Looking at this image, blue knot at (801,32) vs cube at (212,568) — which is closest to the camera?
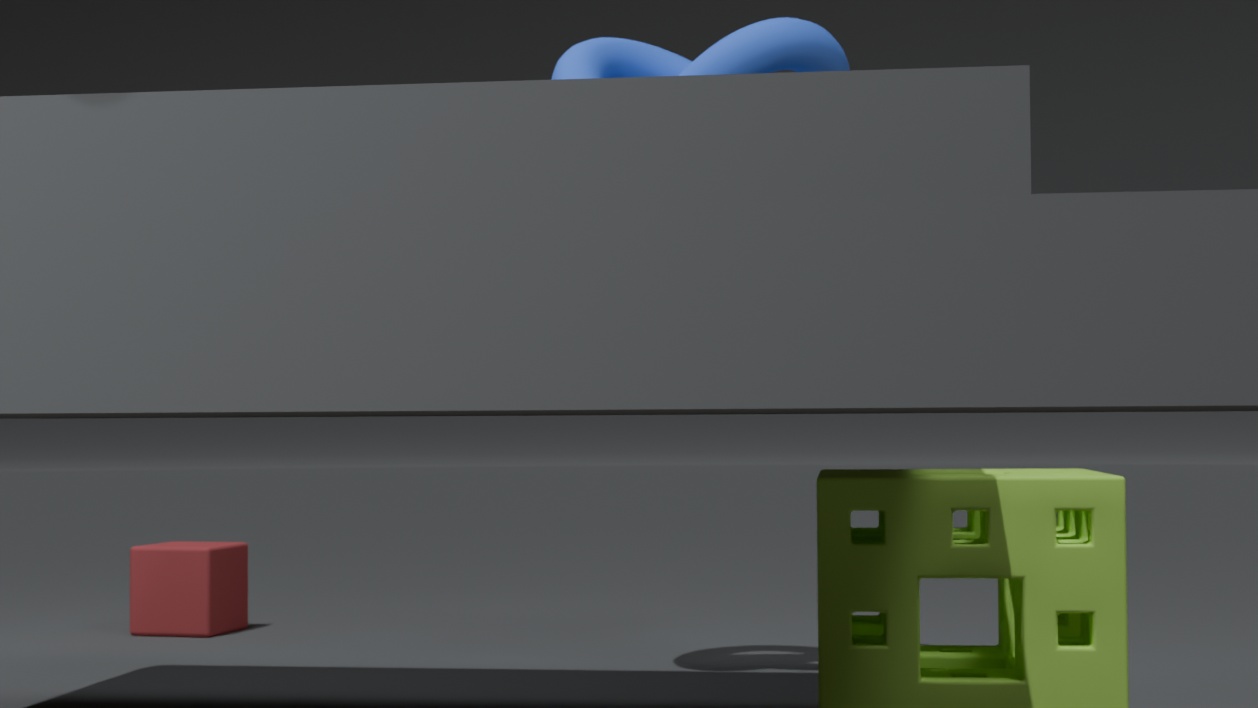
blue knot at (801,32)
